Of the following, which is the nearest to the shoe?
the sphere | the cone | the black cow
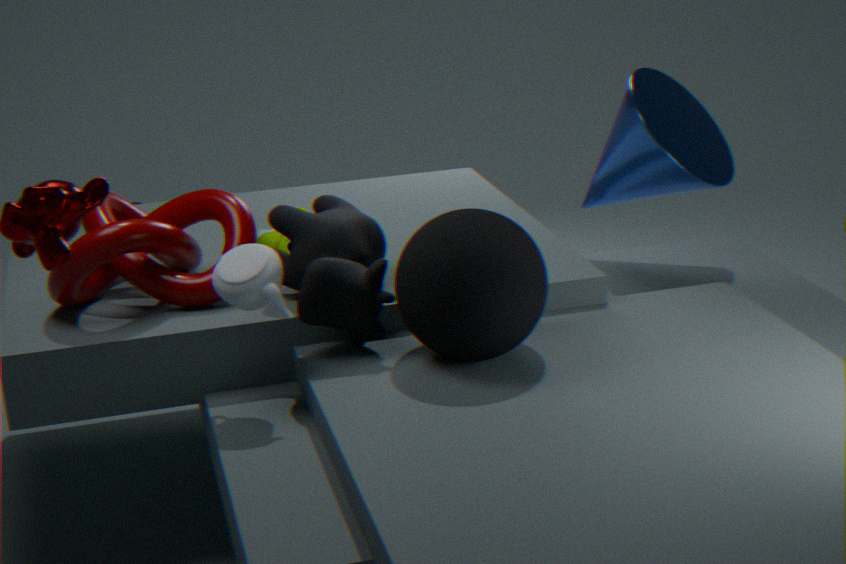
the black cow
